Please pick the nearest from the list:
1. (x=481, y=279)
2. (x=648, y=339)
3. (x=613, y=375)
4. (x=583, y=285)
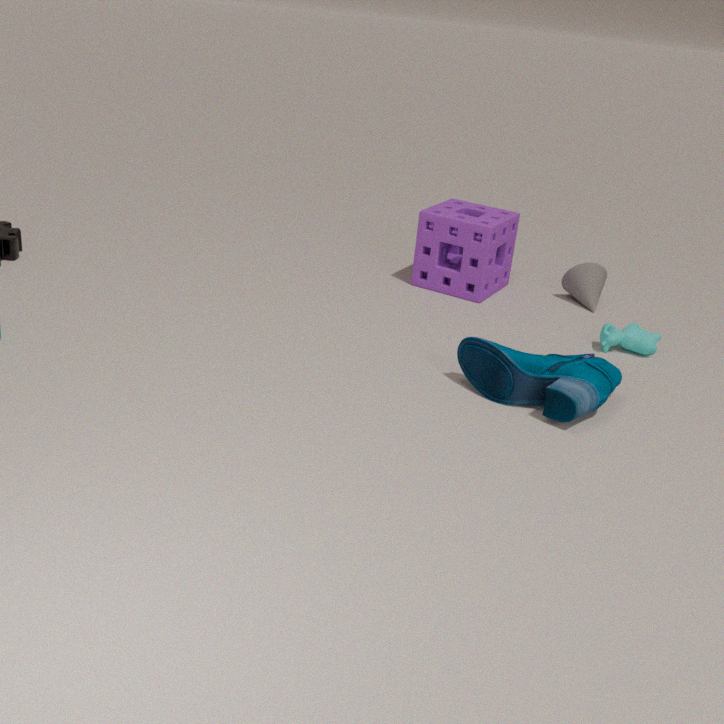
(x=613, y=375)
